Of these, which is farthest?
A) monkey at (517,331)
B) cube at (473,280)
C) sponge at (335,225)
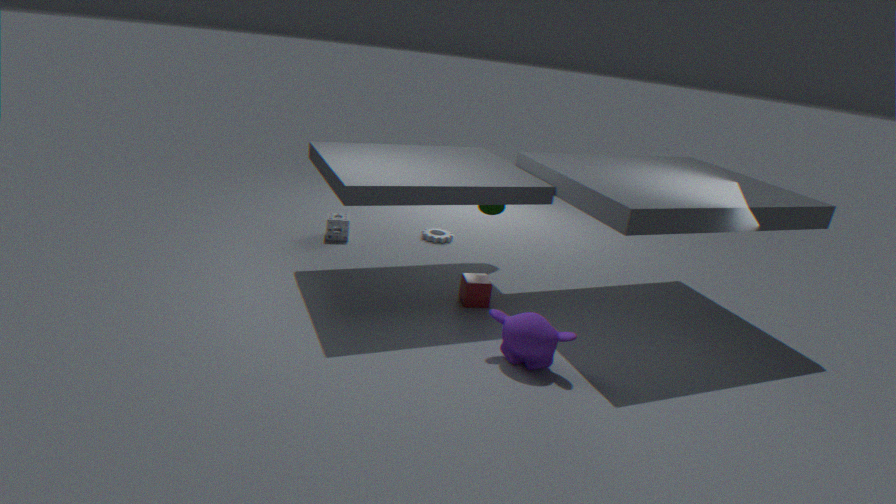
sponge at (335,225)
